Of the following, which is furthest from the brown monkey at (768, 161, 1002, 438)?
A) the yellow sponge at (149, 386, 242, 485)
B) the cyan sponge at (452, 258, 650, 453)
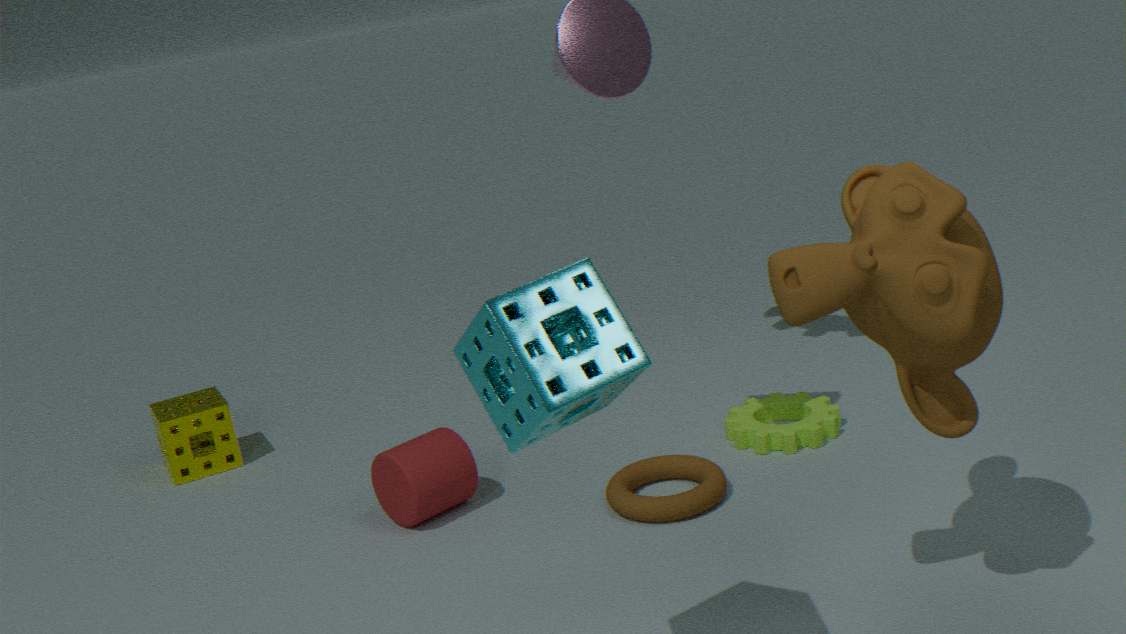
the yellow sponge at (149, 386, 242, 485)
